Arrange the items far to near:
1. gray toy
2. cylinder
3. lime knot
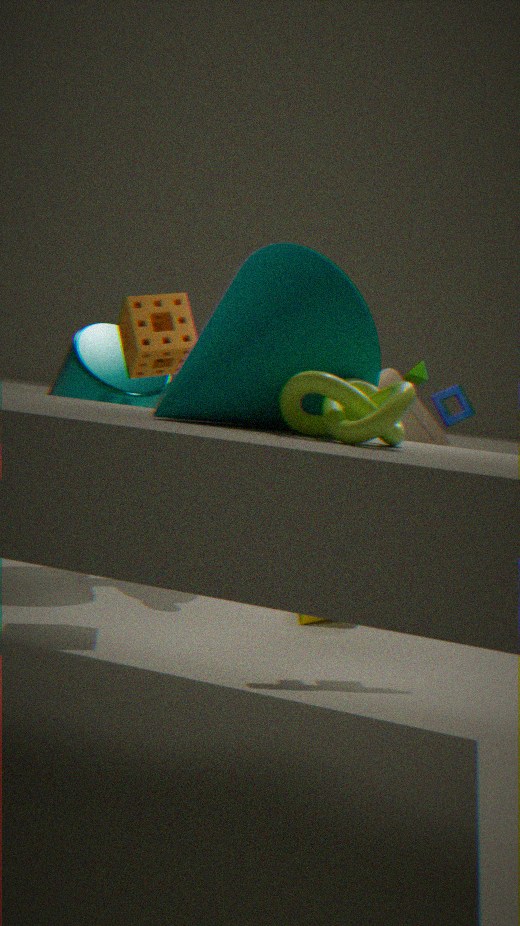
cylinder < gray toy < lime knot
